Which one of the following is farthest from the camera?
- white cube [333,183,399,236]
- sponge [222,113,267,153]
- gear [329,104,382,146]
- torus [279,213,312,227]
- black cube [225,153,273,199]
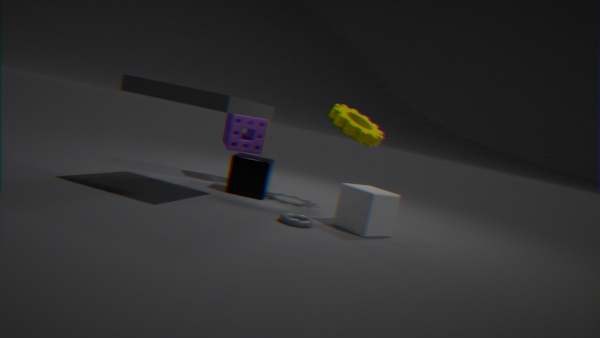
sponge [222,113,267,153]
